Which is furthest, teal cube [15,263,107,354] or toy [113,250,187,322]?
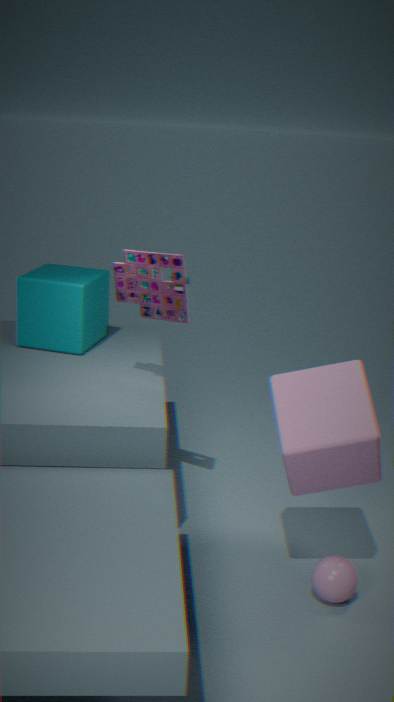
teal cube [15,263,107,354]
